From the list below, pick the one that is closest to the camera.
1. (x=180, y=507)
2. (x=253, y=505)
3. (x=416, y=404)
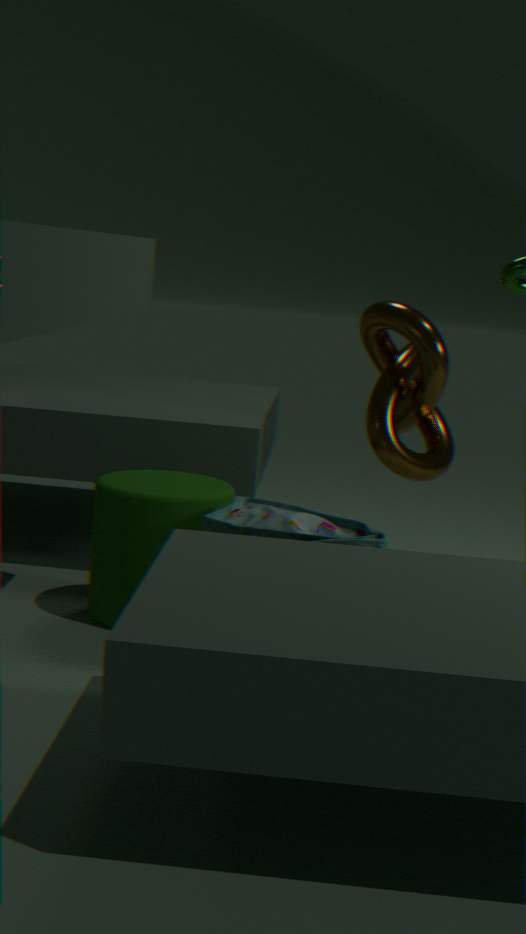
(x=253, y=505)
